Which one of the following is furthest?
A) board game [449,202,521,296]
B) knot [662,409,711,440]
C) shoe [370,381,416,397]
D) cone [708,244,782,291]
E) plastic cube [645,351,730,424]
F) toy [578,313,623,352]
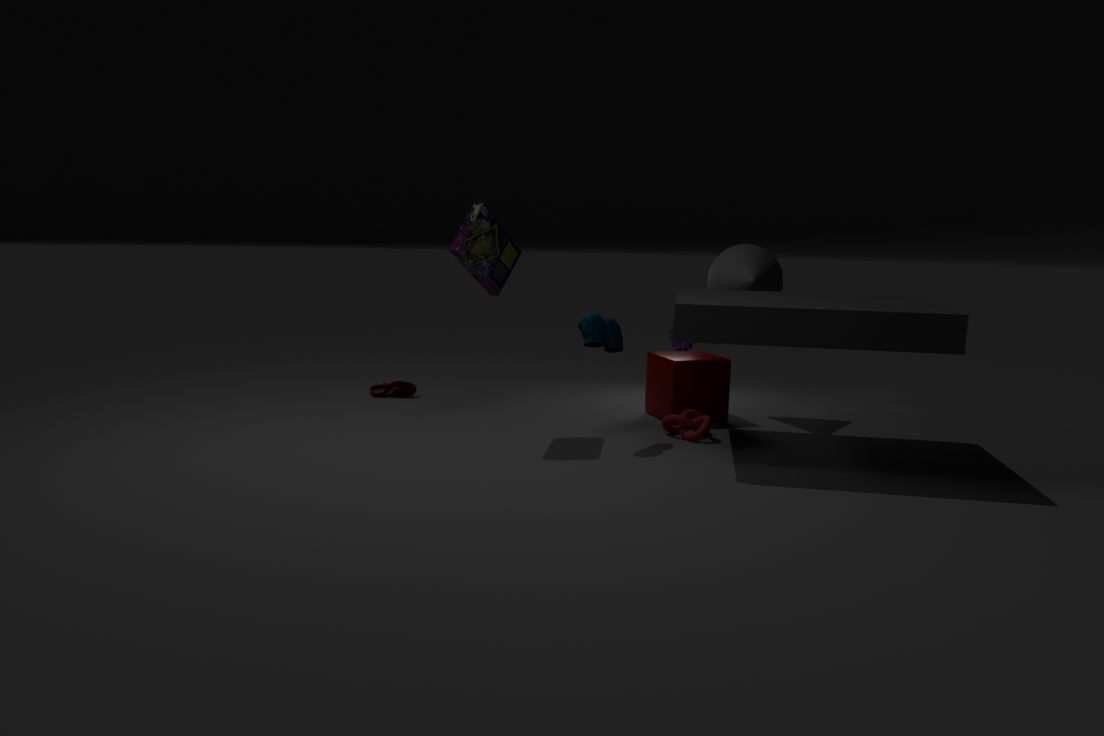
shoe [370,381,416,397]
